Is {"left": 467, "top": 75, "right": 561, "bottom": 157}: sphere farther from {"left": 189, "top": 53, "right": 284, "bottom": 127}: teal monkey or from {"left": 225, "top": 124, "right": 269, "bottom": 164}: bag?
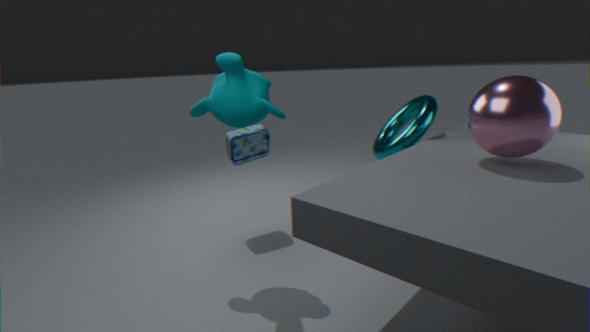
{"left": 225, "top": 124, "right": 269, "bottom": 164}: bag
